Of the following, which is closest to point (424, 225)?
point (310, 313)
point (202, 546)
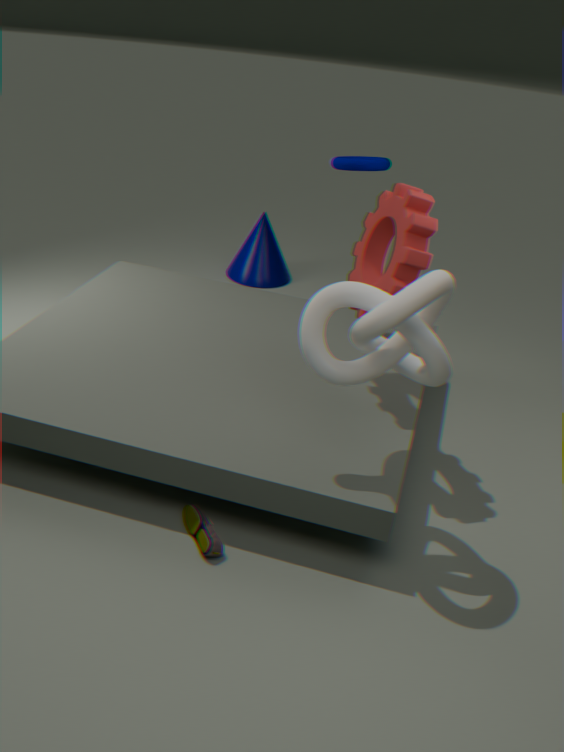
point (310, 313)
